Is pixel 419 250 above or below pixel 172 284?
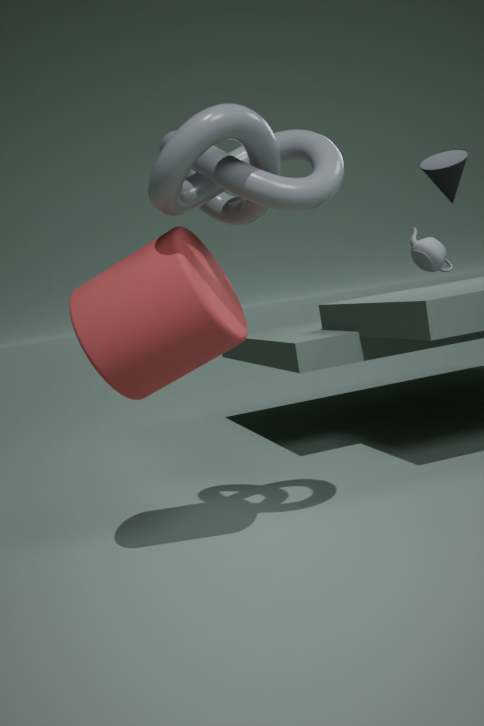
above
